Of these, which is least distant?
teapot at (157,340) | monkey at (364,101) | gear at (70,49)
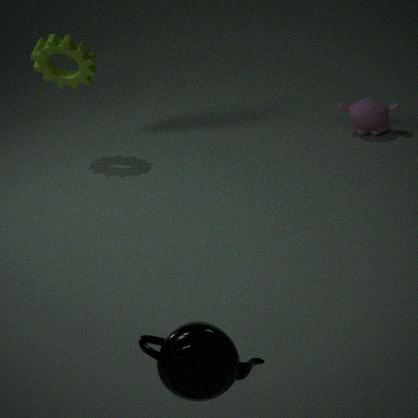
teapot at (157,340)
